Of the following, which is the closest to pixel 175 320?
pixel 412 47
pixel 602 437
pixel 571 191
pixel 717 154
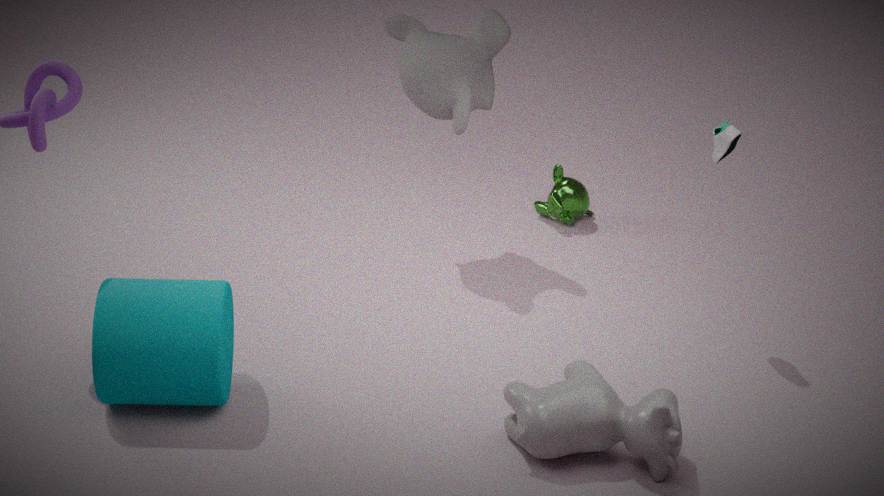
pixel 602 437
